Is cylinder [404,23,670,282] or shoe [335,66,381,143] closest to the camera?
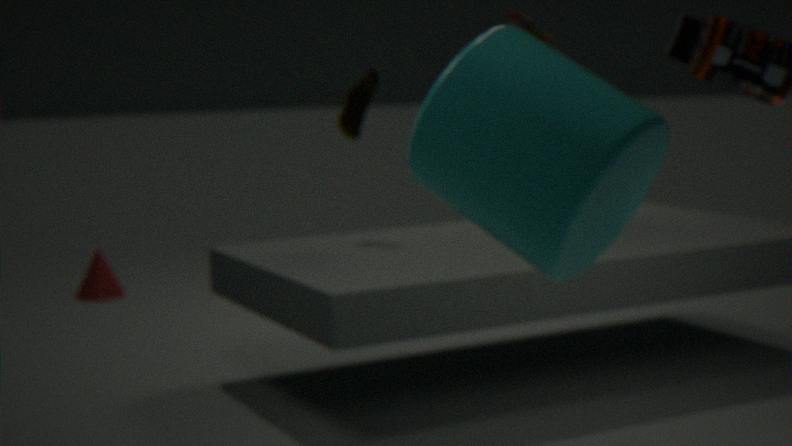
cylinder [404,23,670,282]
